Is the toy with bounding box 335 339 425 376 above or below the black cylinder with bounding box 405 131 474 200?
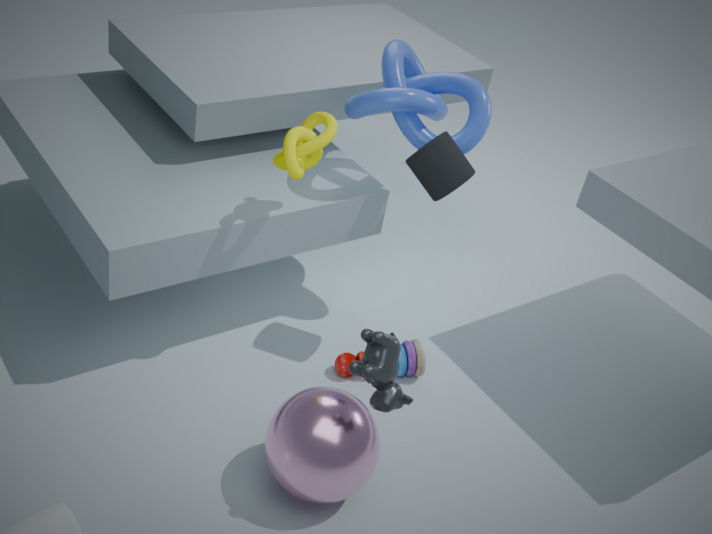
below
